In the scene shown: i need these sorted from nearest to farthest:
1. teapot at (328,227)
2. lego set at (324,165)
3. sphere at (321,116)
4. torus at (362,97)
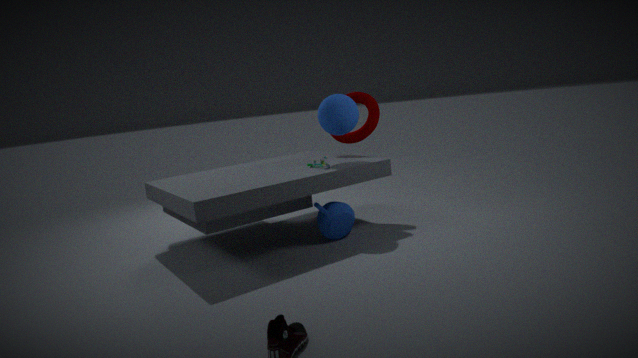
teapot at (328,227) → lego set at (324,165) → sphere at (321,116) → torus at (362,97)
